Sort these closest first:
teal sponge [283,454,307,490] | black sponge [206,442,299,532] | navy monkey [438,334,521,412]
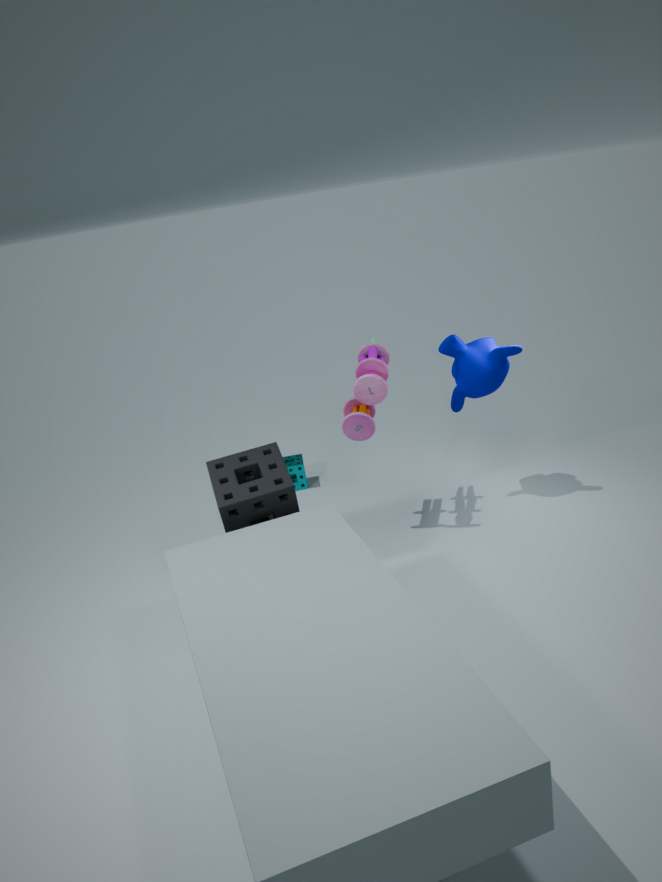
black sponge [206,442,299,532] → navy monkey [438,334,521,412] → teal sponge [283,454,307,490]
